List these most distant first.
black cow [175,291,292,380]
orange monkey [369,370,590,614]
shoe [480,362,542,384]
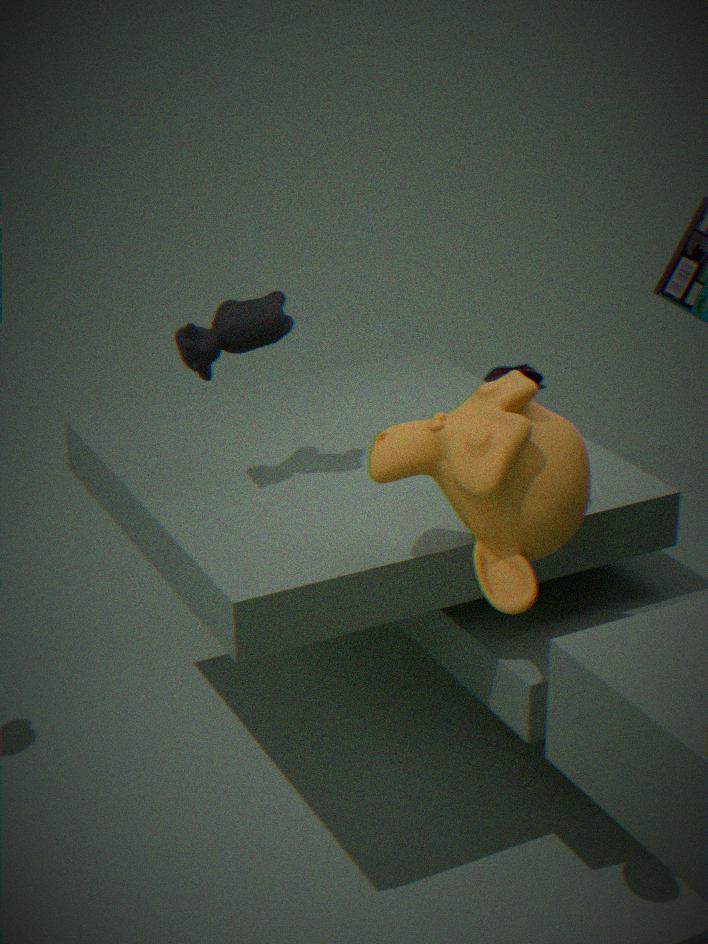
shoe [480,362,542,384] → black cow [175,291,292,380] → orange monkey [369,370,590,614]
